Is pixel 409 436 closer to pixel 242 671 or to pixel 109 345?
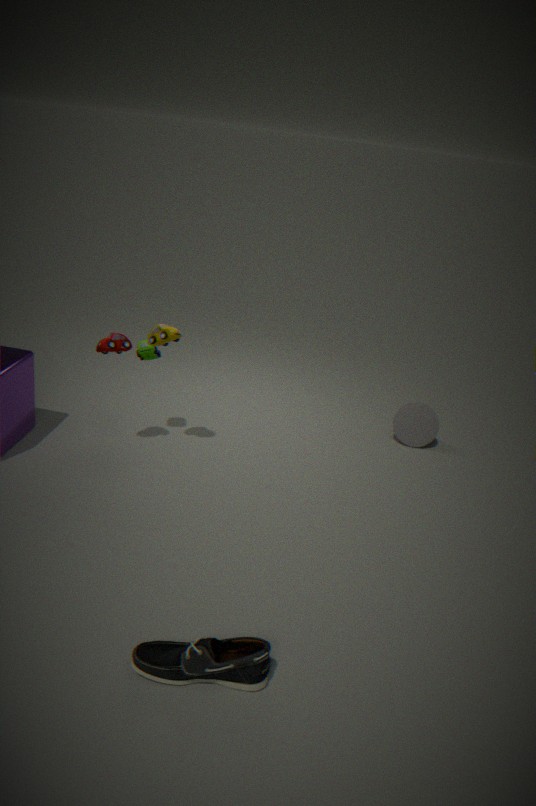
pixel 109 345
